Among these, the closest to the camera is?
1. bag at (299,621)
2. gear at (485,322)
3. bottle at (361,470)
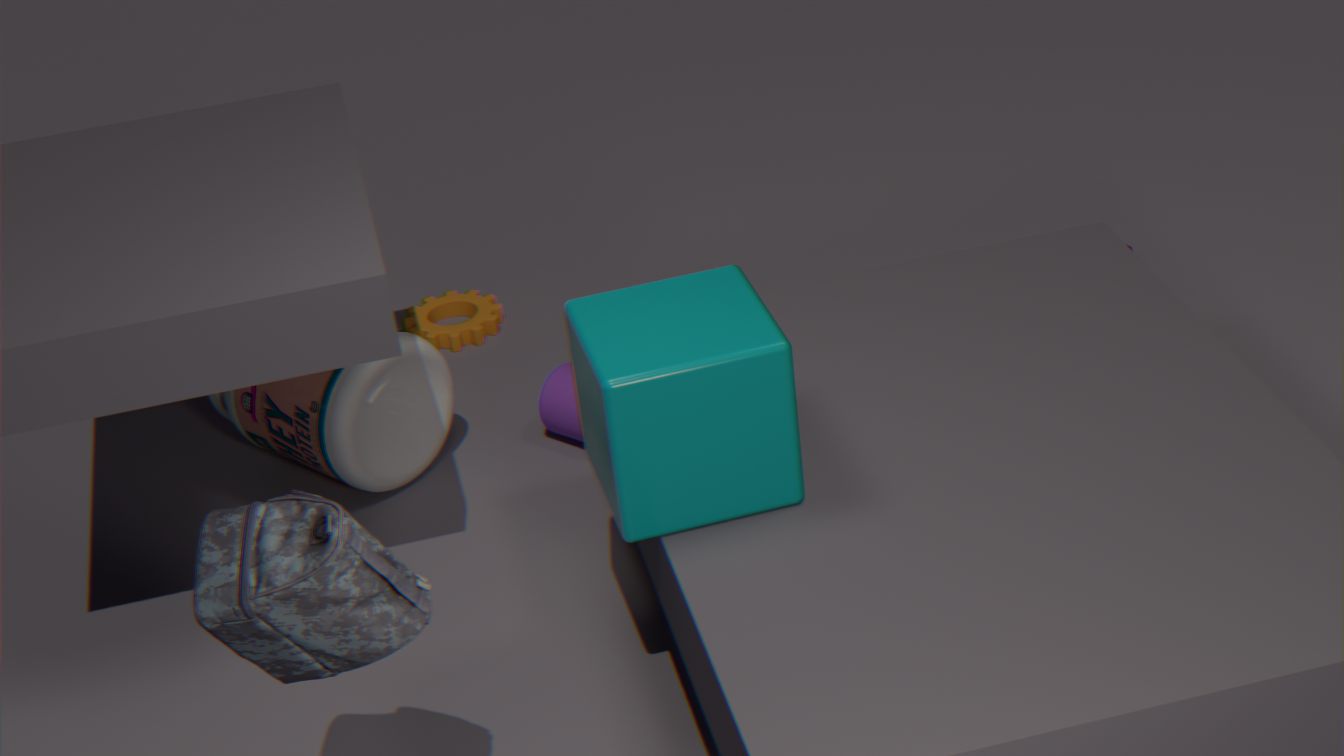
bag at (299,621)
